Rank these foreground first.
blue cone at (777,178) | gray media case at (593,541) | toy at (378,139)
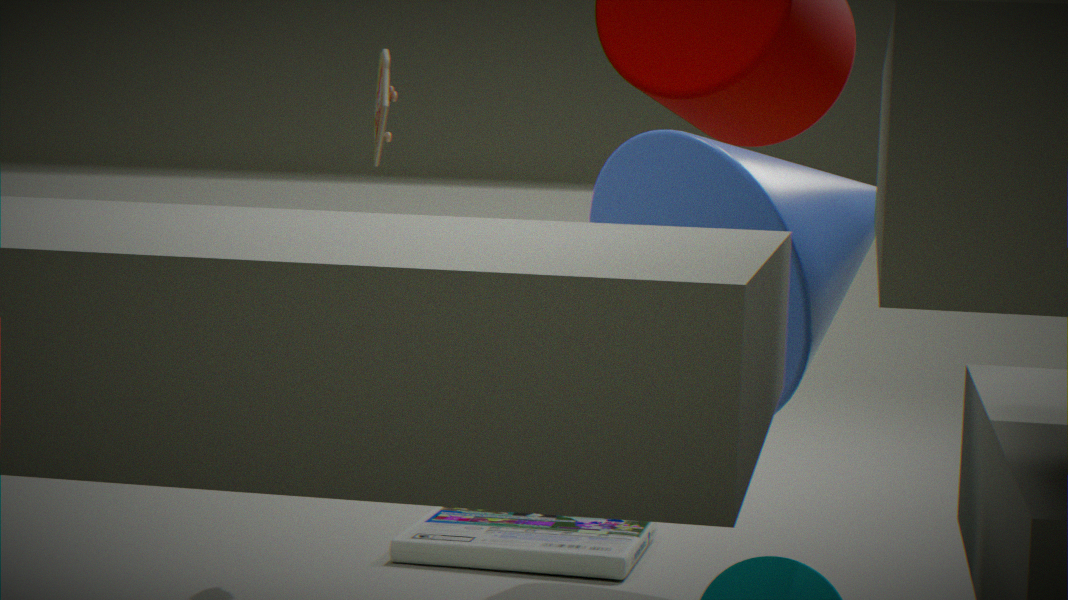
blue cone at (777,178)
toy at (378,139)
gray media case at (593,541)
